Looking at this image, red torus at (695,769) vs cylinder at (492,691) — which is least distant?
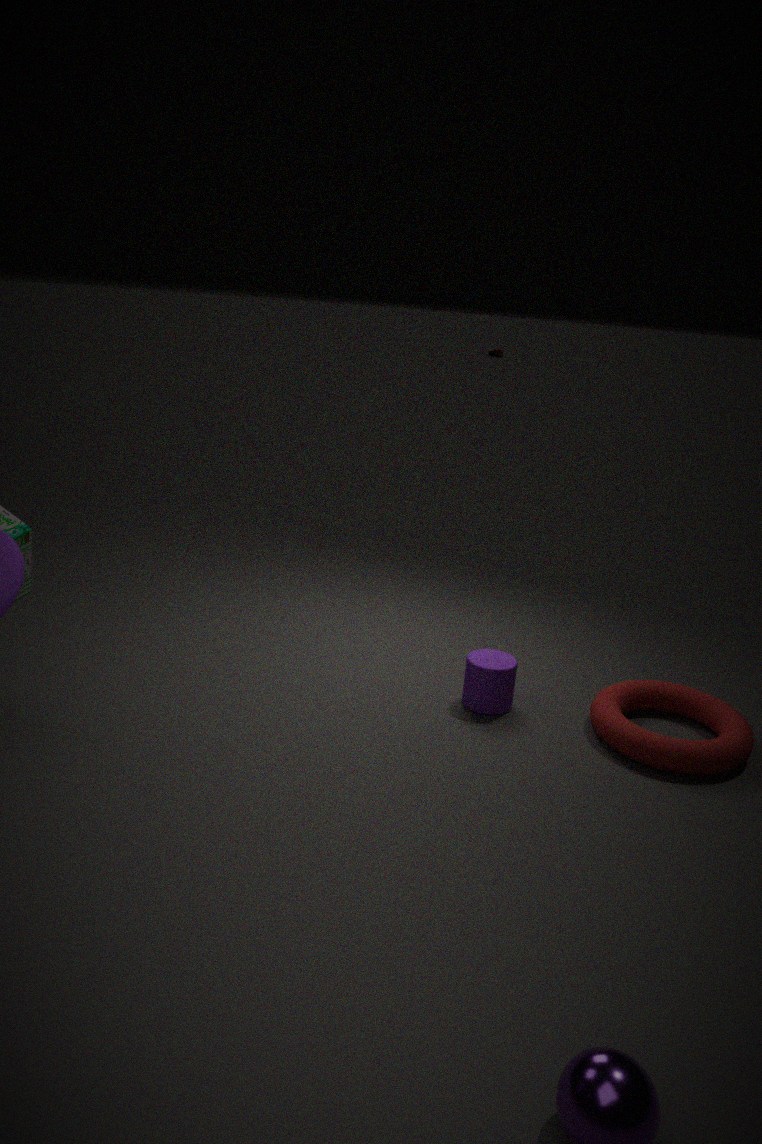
red torus at (695,769)
